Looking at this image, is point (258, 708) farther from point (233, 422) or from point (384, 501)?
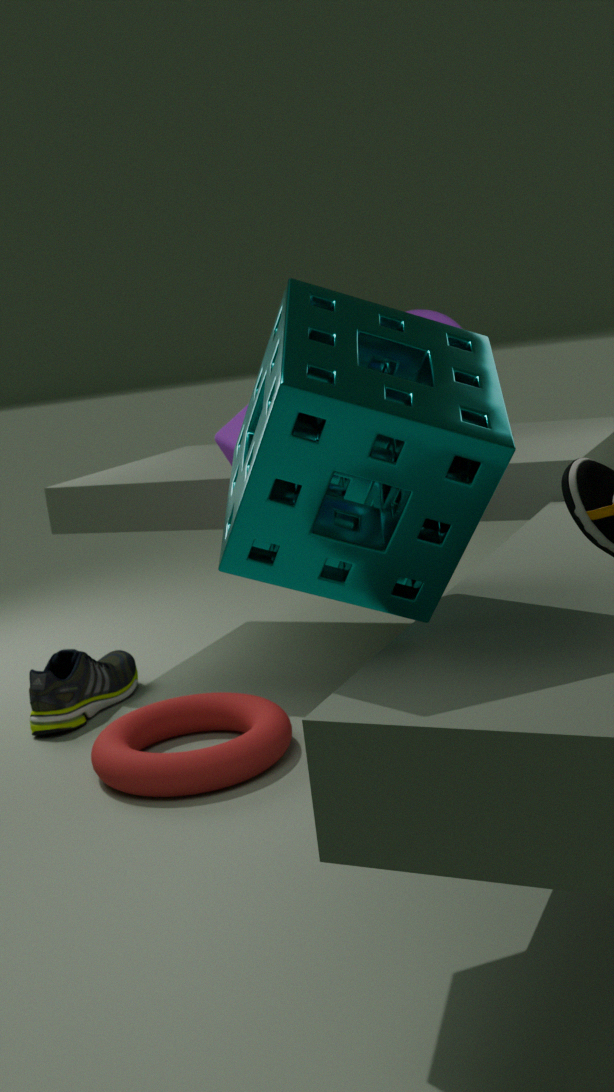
point (384, 501)
